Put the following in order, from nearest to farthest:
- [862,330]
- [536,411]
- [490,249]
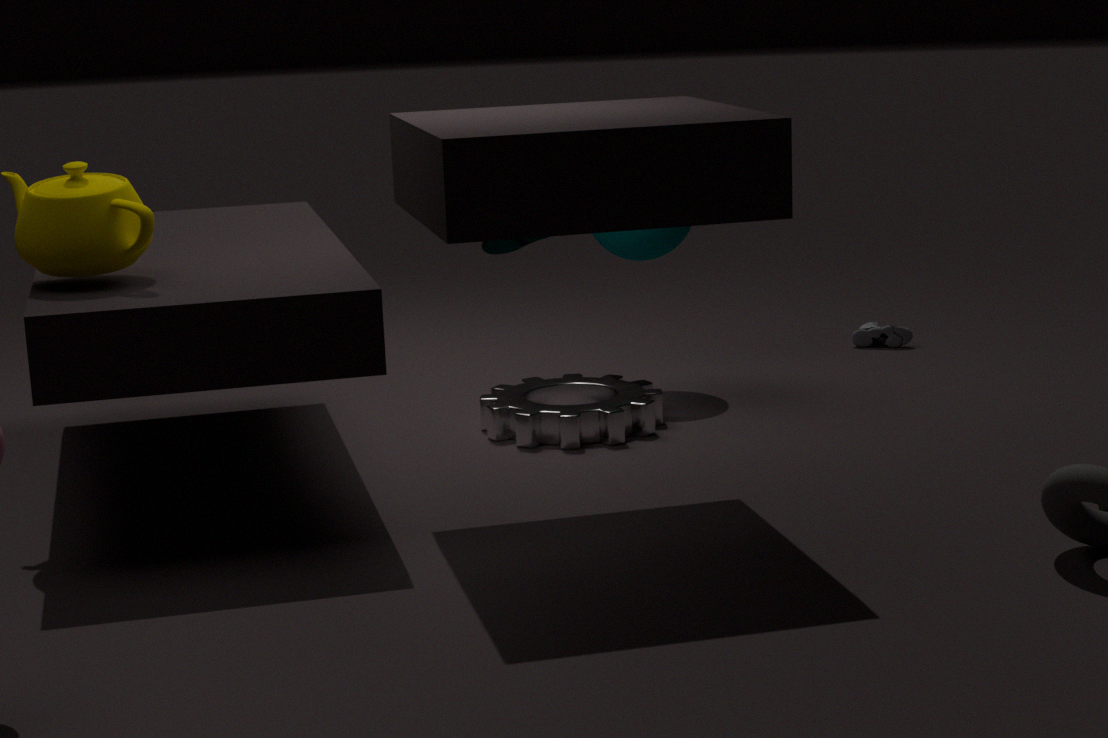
[490,249]
[536,411]
[862,330]
